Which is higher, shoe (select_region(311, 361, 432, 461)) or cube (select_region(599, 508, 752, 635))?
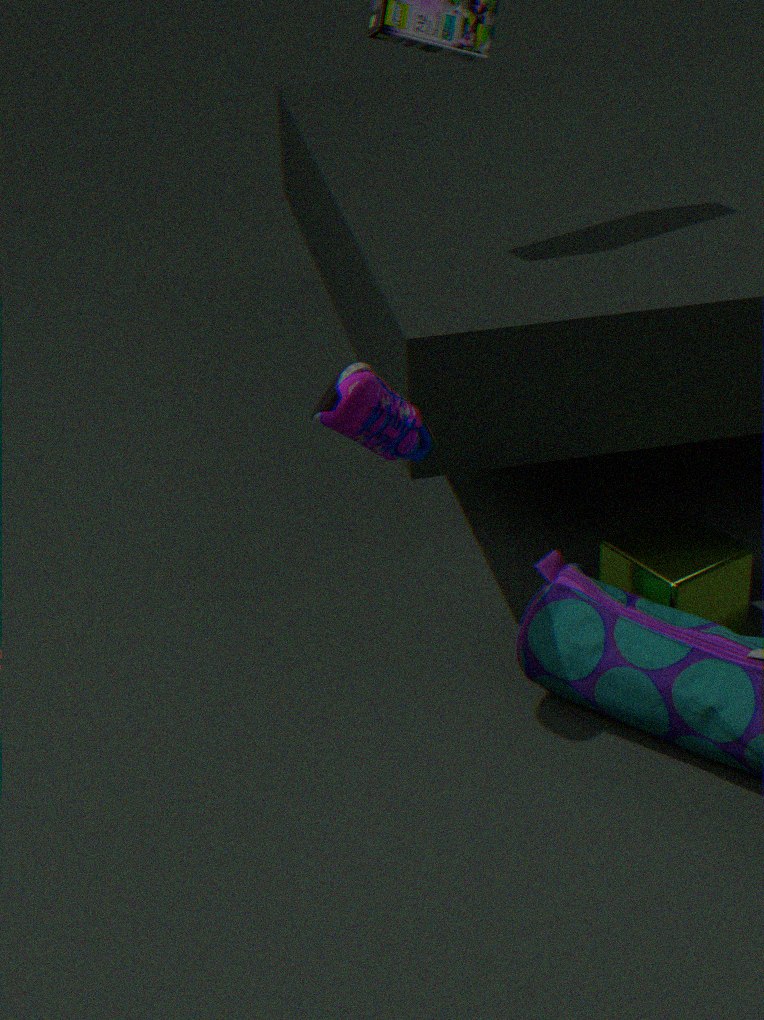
shoe (select_region(311, 361, 432, 461))
